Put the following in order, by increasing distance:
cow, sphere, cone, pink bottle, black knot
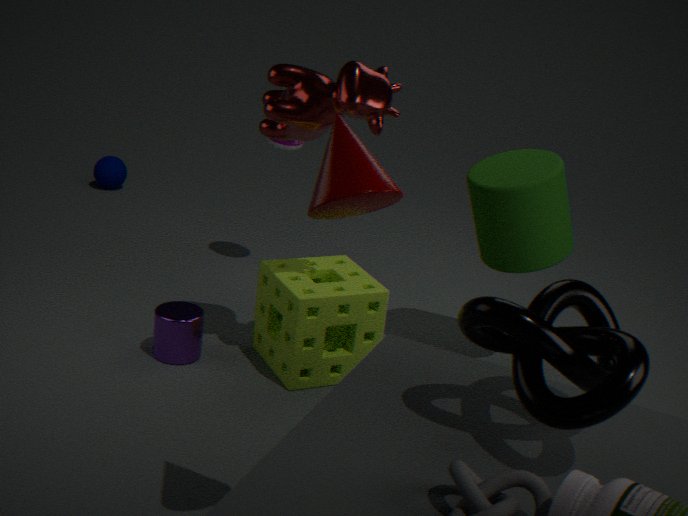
cone
black knot
cow
pink bottle
sphere
